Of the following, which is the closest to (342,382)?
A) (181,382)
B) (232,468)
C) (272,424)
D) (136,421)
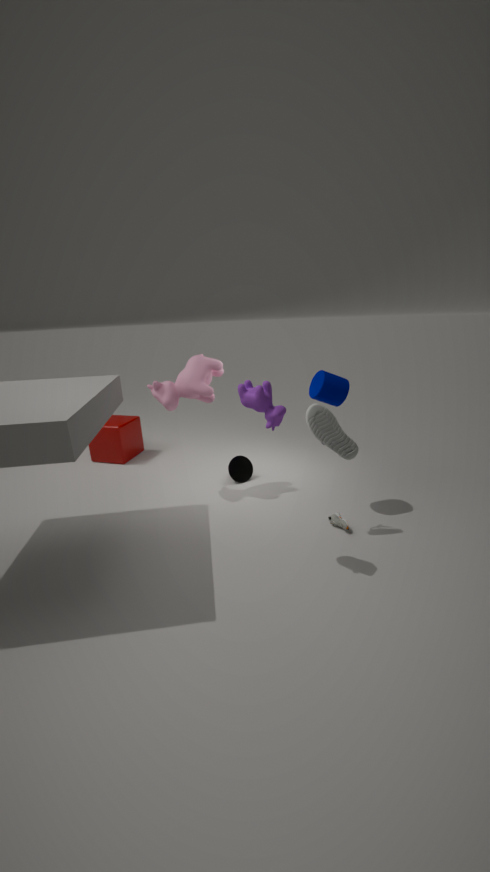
(272,424)
